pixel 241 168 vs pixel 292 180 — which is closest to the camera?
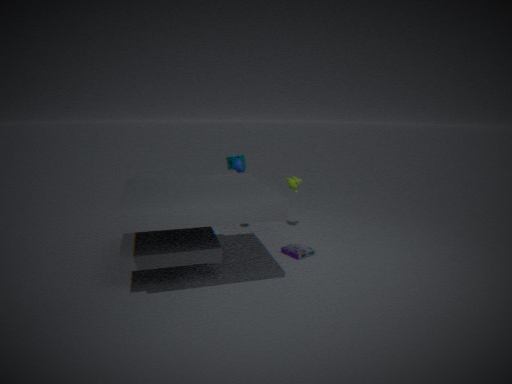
pixel 241 168
